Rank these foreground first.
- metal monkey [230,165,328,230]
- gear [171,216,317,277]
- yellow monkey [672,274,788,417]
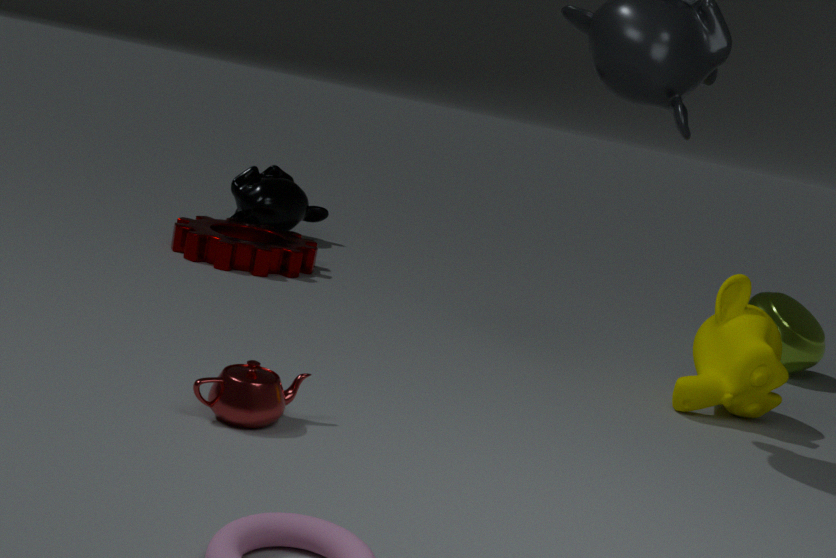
1. yellow monkey [672,274,788,417]
2. gear [171,216,317,277]
3. metal monkey [230,165,328,230]
